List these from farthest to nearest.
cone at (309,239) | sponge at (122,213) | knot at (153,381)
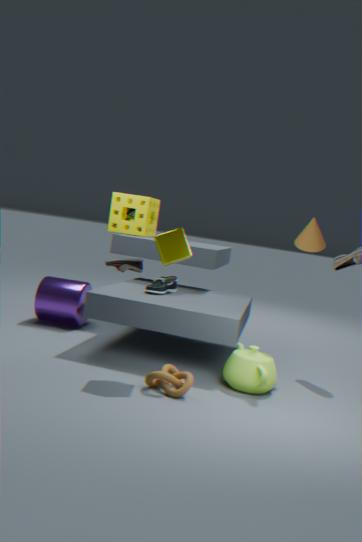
sponge at (122,213) < cone at (309,239) < knot at (153,381)
